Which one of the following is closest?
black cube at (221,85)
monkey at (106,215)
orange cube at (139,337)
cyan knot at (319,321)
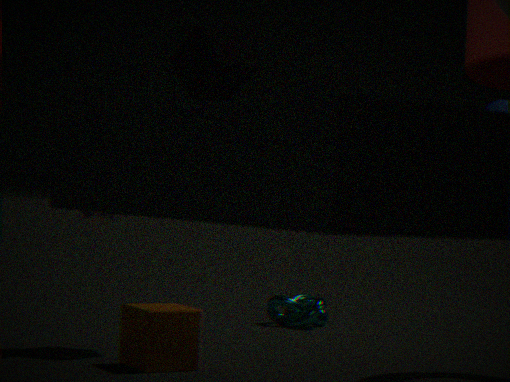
orange cube at (139,337)
